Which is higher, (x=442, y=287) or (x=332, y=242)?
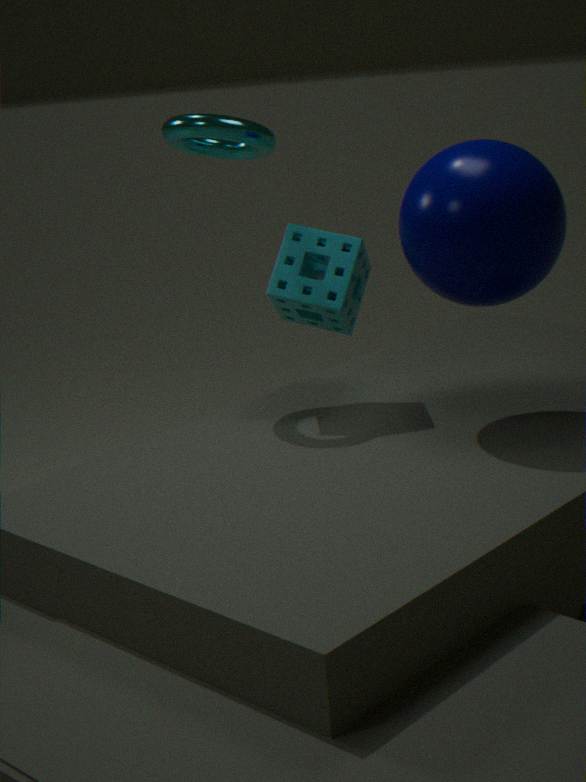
(x=442, y=287)
